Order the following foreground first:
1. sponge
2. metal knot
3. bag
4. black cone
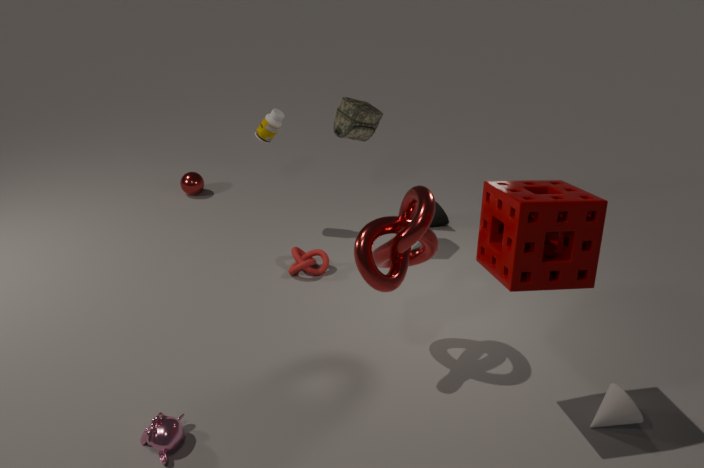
sponge, metal knot, bag, black cone
